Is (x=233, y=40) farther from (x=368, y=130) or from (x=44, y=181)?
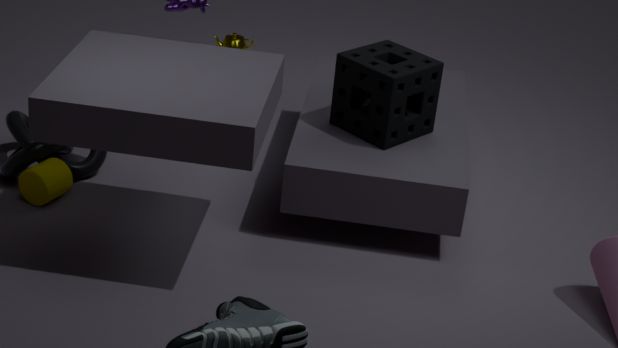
(x=44, y=181)
